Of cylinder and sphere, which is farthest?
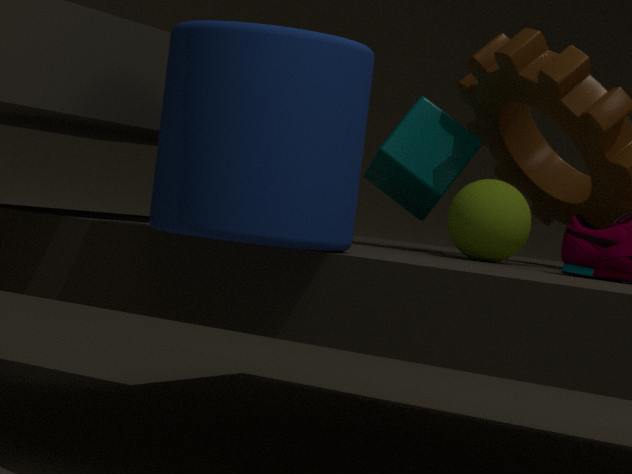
sphere
